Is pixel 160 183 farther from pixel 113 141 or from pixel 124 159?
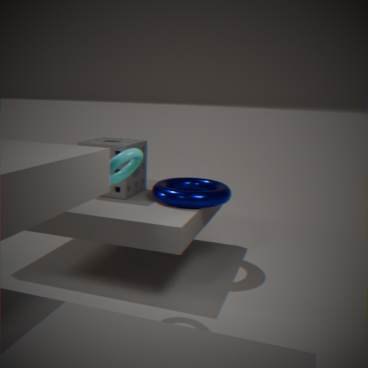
pixel 124 159
